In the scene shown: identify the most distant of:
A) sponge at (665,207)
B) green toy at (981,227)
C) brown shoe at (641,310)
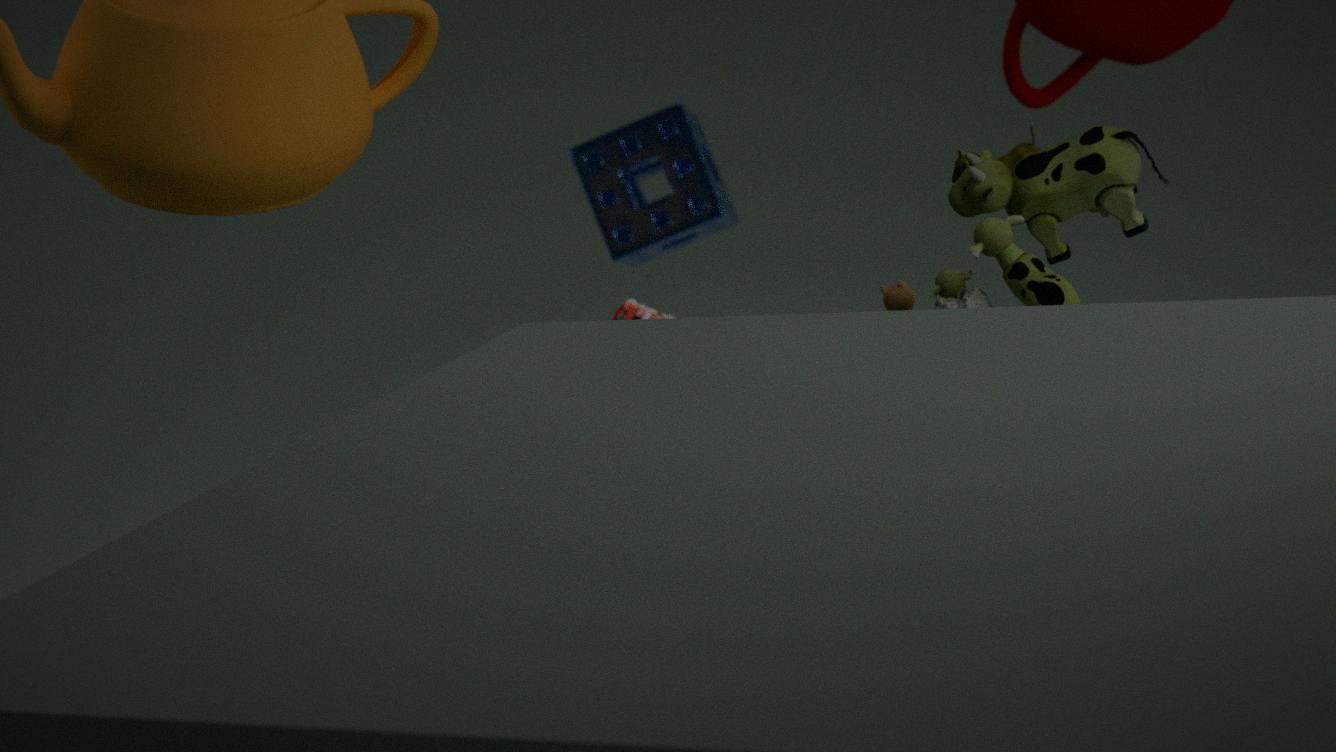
sponge at (665,207)
